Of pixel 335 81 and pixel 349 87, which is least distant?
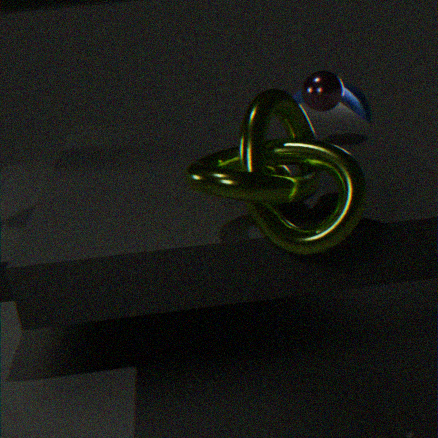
pixel 335 81
